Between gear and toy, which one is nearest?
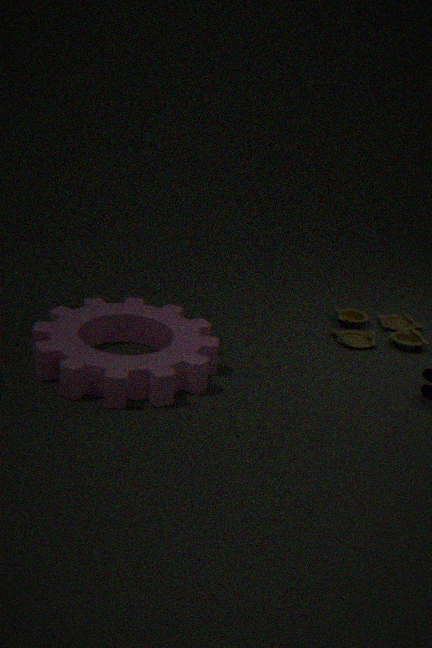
gear
